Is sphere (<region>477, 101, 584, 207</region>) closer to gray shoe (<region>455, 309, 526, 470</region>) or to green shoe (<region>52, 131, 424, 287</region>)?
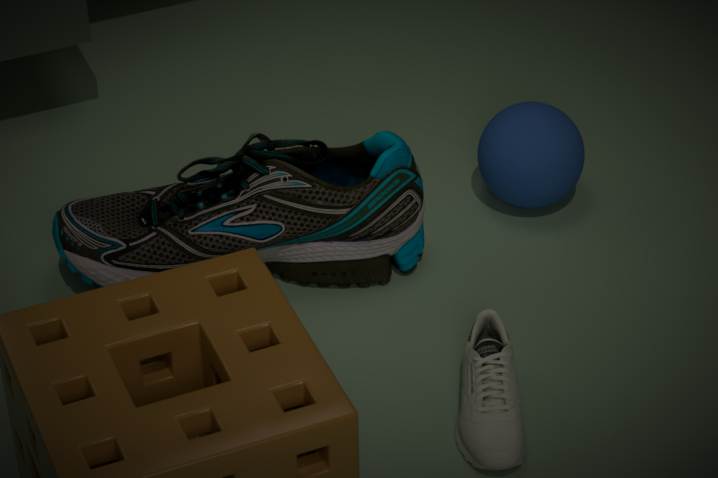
green shoe (<region>52, 131, 424, 287</region>)
